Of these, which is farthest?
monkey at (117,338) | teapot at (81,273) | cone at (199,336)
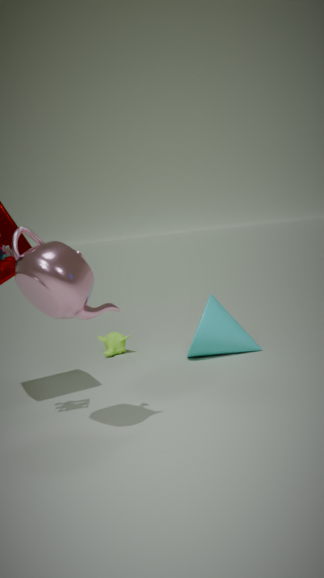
monkey at (117,338)
